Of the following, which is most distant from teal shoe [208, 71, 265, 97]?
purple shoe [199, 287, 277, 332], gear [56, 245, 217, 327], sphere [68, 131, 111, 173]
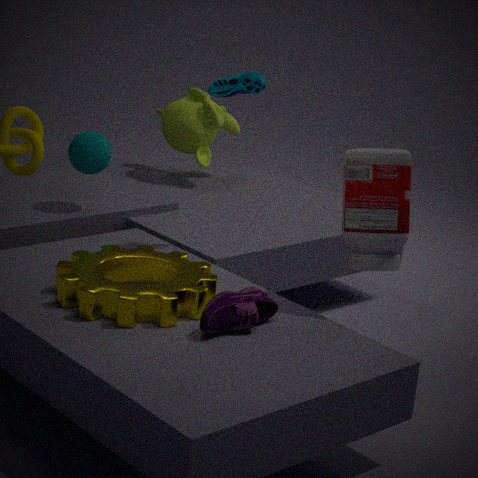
purple shoe [199, 287, 277, 332]
